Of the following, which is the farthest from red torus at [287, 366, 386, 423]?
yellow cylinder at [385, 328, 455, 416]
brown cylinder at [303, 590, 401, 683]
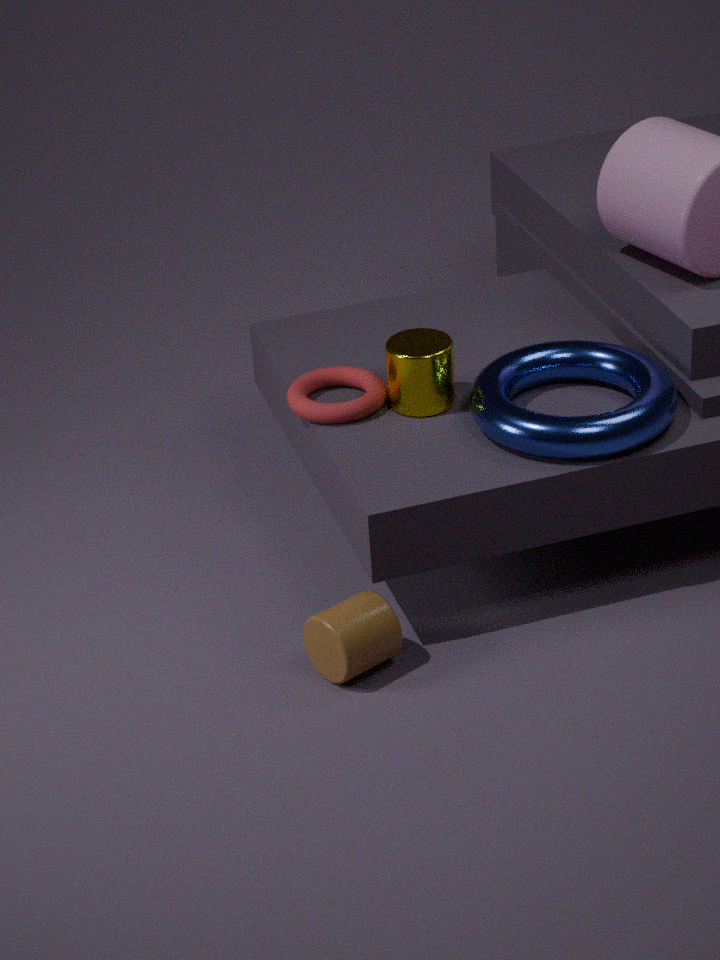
brown cylinder at [303, 590, 401, 683]
